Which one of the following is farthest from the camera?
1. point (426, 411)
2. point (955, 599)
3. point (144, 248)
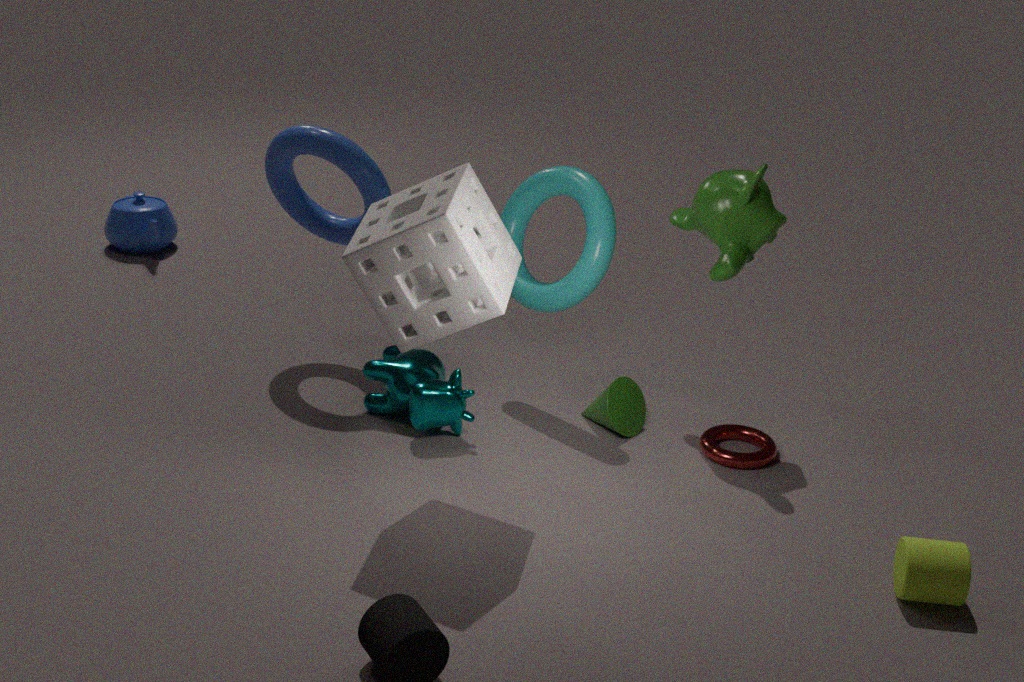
point (144, 248)
